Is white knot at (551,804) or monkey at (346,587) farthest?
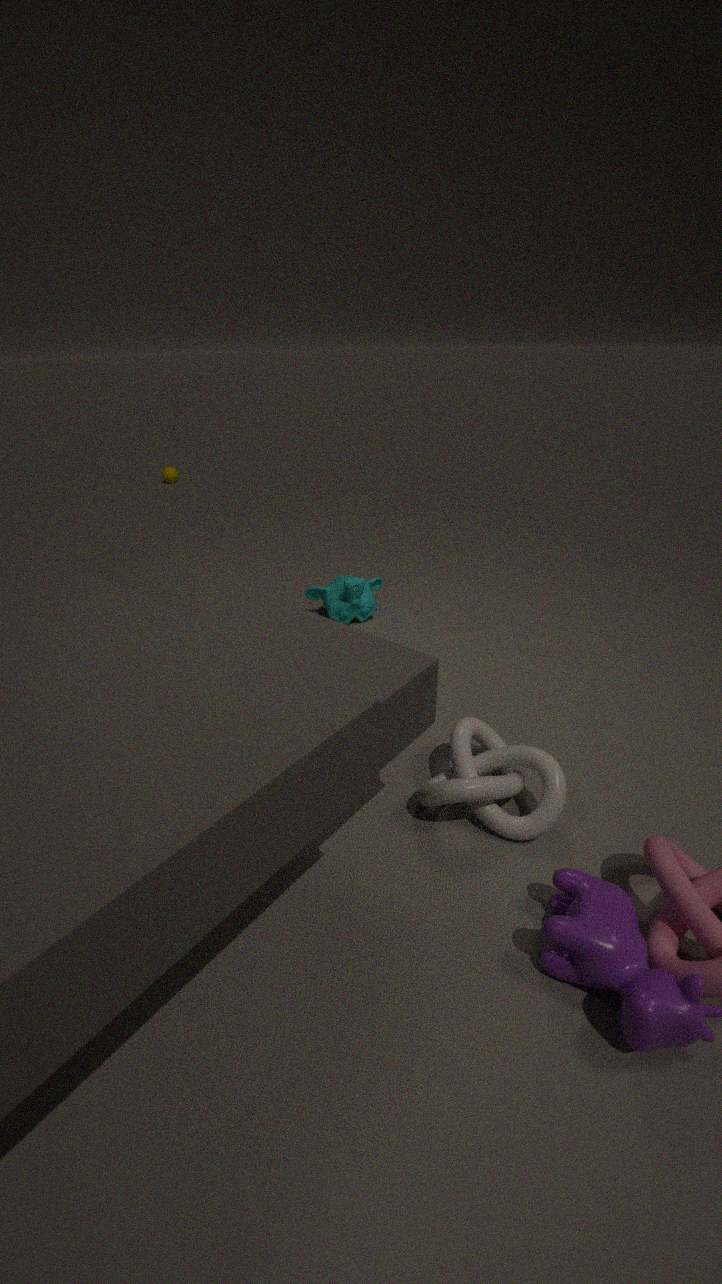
monkey at (346,587)
